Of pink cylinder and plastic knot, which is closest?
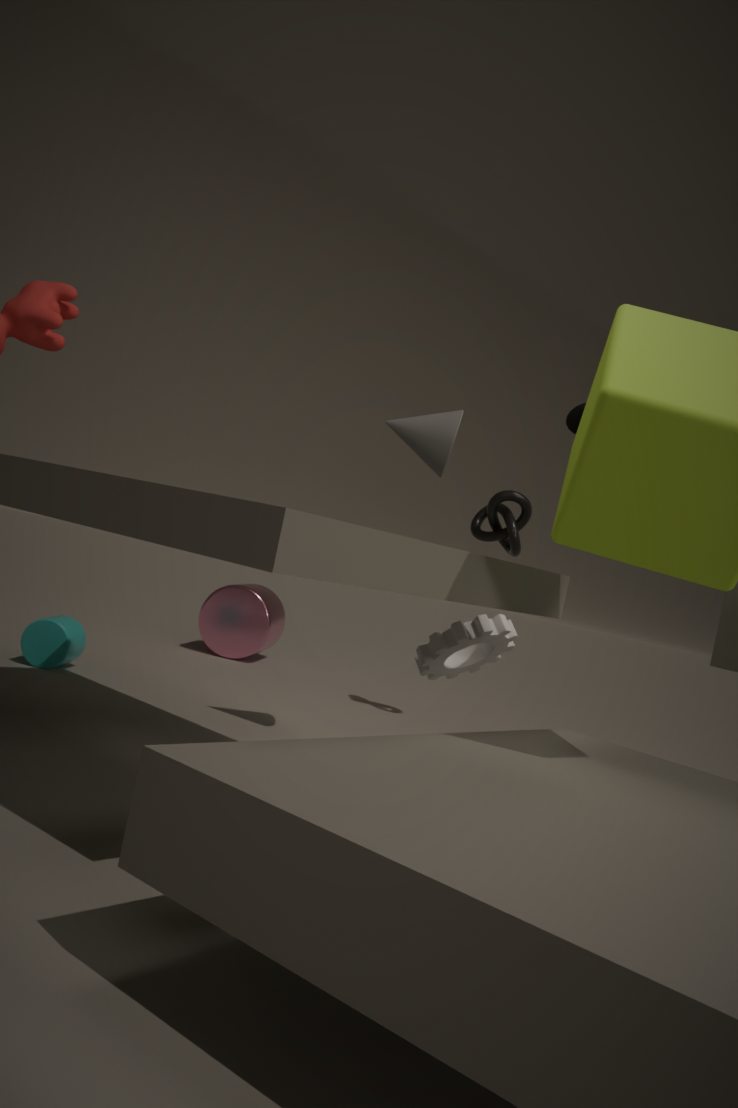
plastic knot
